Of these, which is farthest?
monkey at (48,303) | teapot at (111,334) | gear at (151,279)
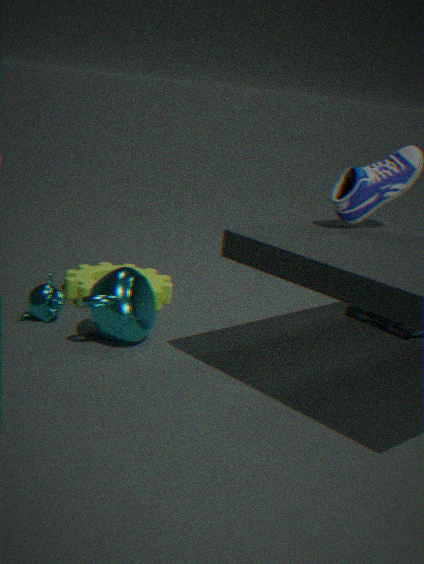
gear at (151,279)
